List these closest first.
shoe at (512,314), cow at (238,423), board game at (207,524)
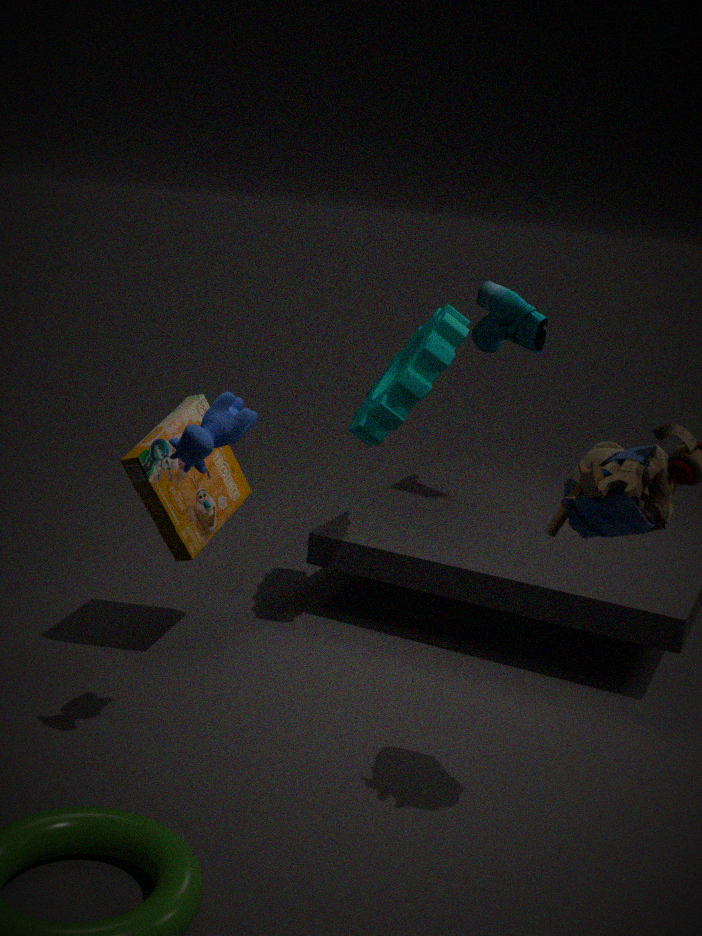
cow at (238,423) < board game at (207,524) < shoe at (512,314)
